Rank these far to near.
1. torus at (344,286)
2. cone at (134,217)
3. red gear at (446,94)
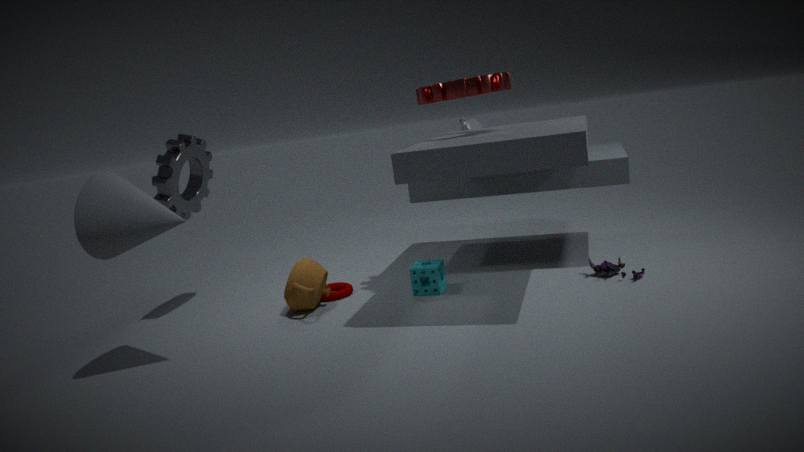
torus at (344,286), red gear at (446,94), cone at (134,217)
